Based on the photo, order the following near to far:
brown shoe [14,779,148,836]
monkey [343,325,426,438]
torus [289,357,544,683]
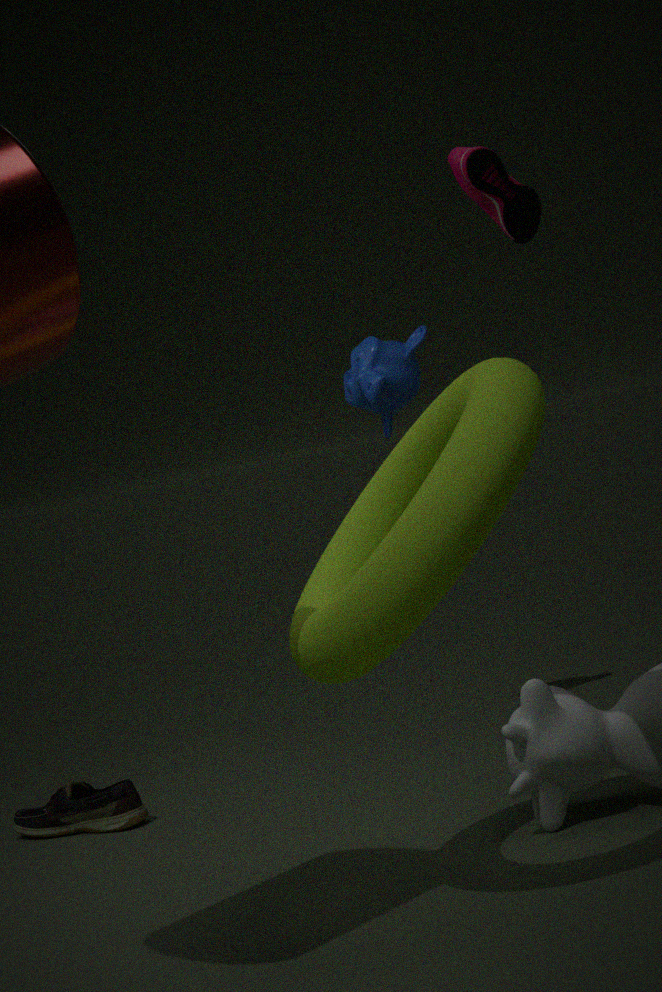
torus [289,357,544,683]
brown shoe [14,779,148,836]
monkey [343,325,426,438]
